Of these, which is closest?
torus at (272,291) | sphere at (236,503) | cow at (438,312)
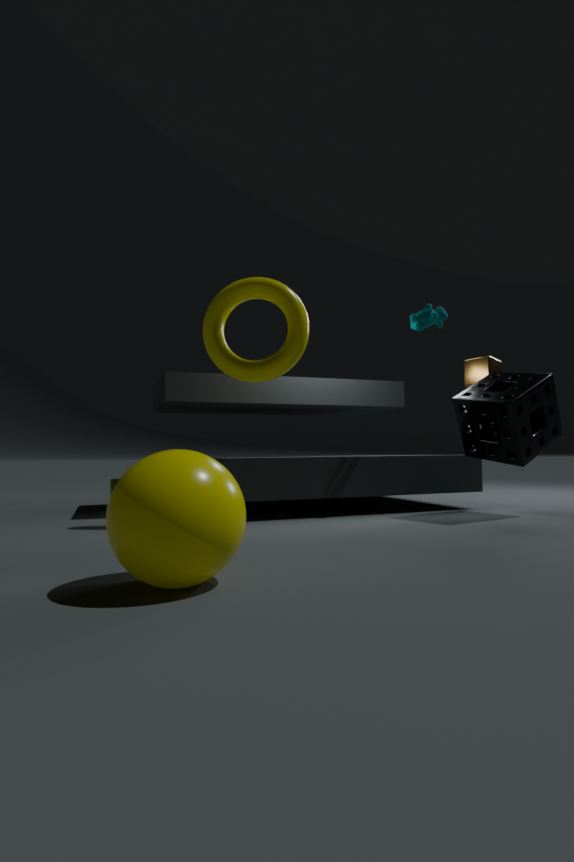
sphere at (236,503)
